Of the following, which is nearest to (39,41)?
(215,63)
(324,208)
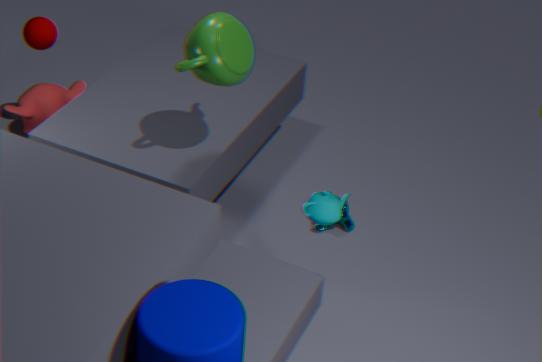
(215,63)
